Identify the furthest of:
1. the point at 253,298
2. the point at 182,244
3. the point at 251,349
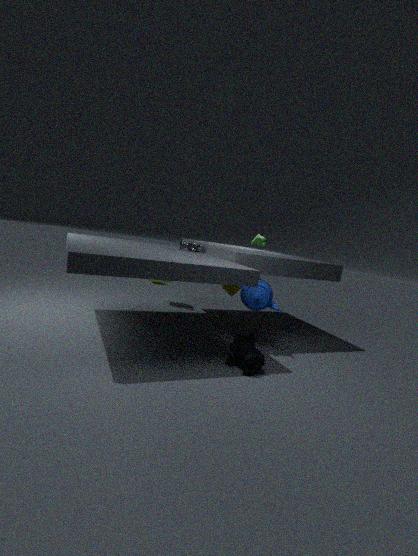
the point at 182,244
